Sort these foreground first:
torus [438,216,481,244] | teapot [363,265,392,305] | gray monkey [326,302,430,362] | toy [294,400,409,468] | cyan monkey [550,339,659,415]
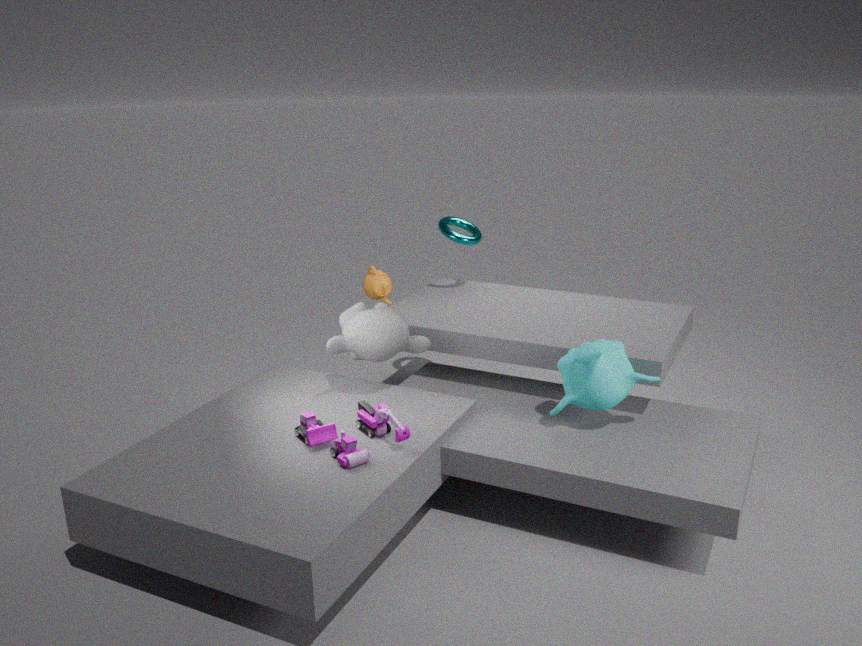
toy [294,400,409,468], cyan monkey [550,339,659,415], gray monkey [326,302,430,362], teapot [363,265,392,305], torus [438,216,481,244]
